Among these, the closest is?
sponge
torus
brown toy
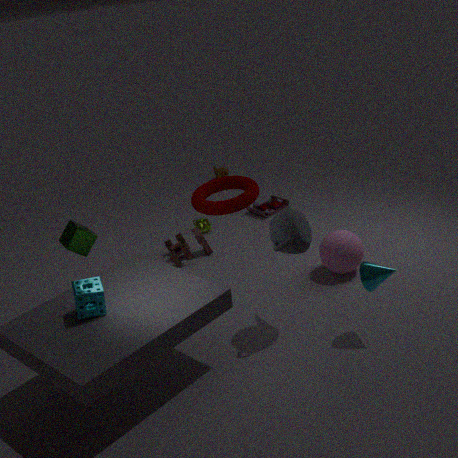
sponge
